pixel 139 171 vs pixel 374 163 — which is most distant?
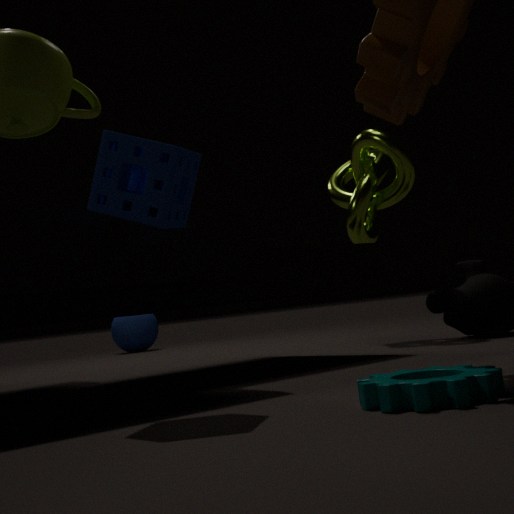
pixel 374 163
